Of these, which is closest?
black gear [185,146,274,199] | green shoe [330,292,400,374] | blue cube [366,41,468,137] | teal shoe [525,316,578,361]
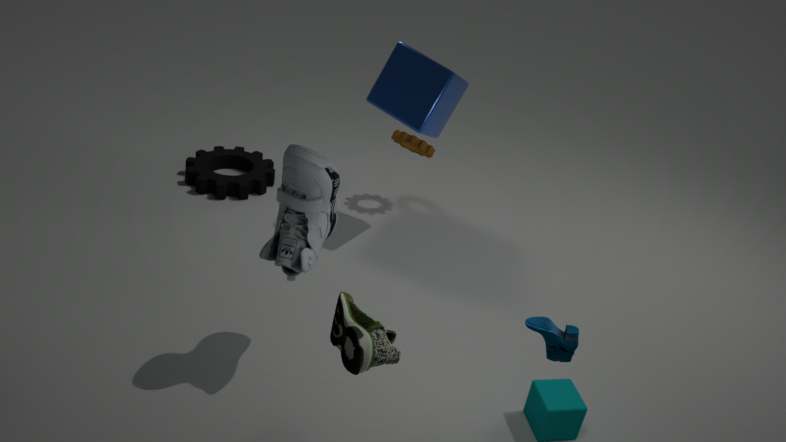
green shoe [330,292,400,374]
